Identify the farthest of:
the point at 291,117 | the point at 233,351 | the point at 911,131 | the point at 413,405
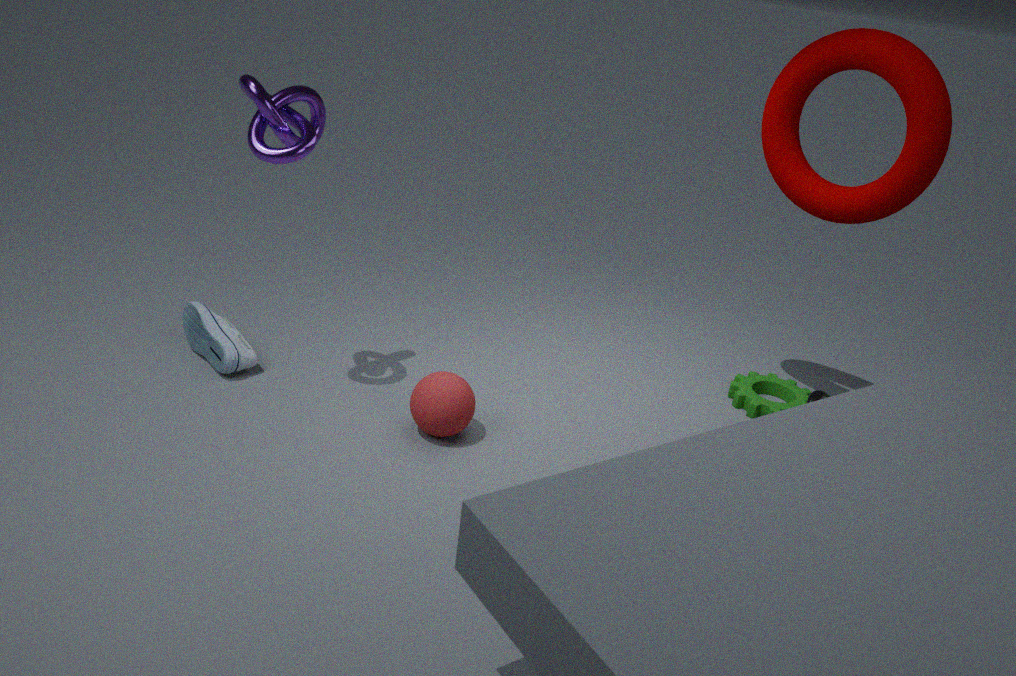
the point at 233,351
